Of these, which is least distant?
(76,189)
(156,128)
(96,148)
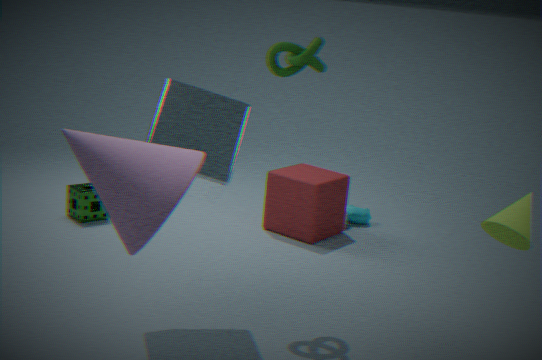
(96,148)
